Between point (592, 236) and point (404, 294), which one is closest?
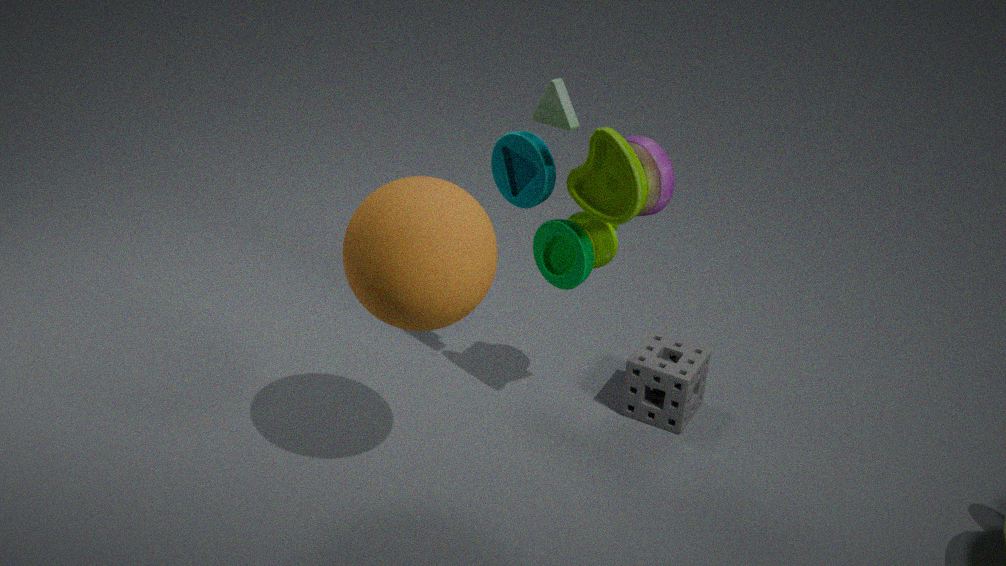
point (404, 294)
